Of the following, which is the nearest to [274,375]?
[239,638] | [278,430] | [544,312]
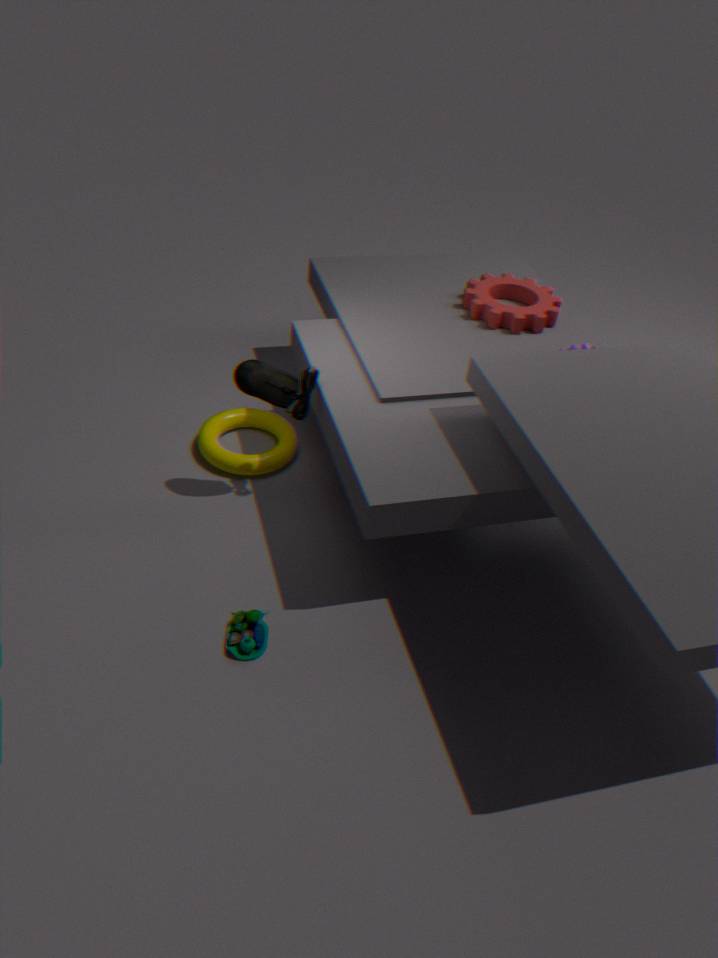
[278,430]
